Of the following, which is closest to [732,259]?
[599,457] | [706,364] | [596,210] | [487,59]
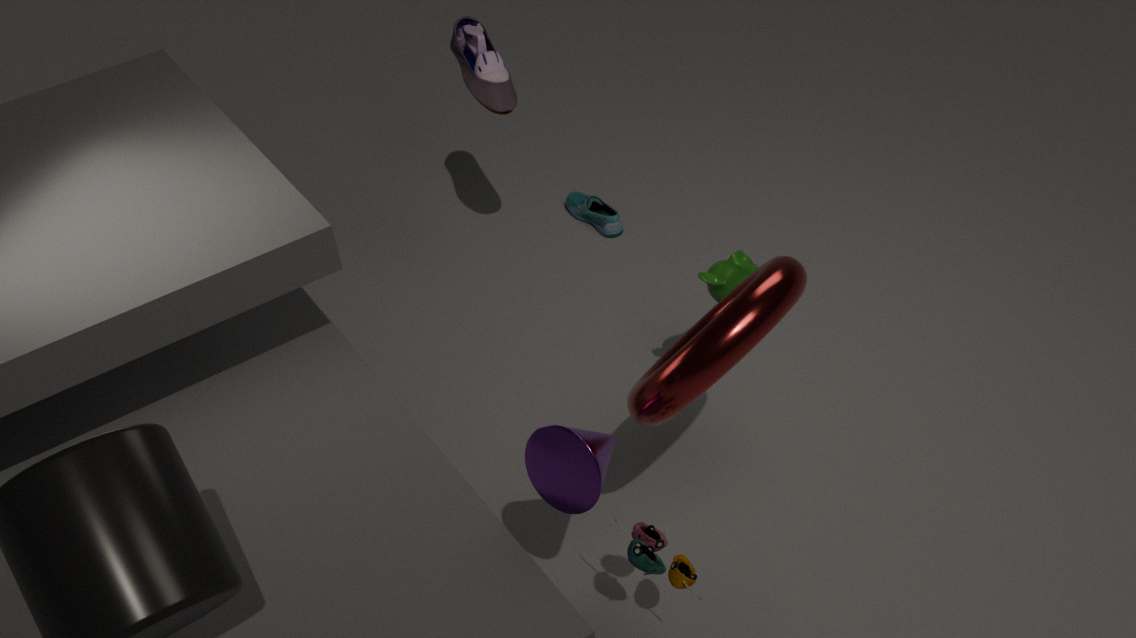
[706,364]
